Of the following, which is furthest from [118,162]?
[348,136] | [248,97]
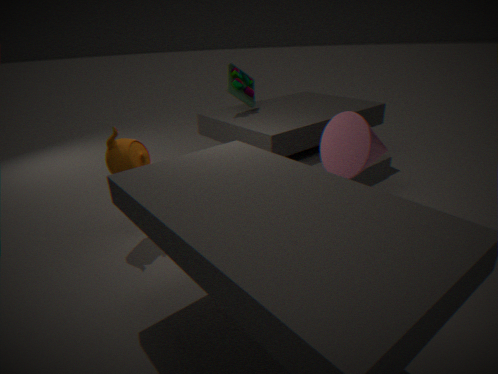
[348,136]
